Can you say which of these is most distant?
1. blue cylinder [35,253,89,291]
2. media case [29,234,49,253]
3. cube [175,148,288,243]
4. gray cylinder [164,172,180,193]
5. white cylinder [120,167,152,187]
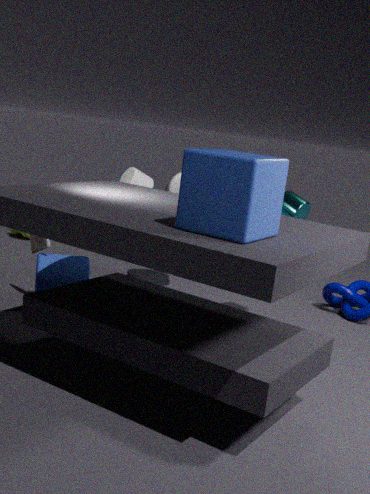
gray cylinder [164,172,180,193]
